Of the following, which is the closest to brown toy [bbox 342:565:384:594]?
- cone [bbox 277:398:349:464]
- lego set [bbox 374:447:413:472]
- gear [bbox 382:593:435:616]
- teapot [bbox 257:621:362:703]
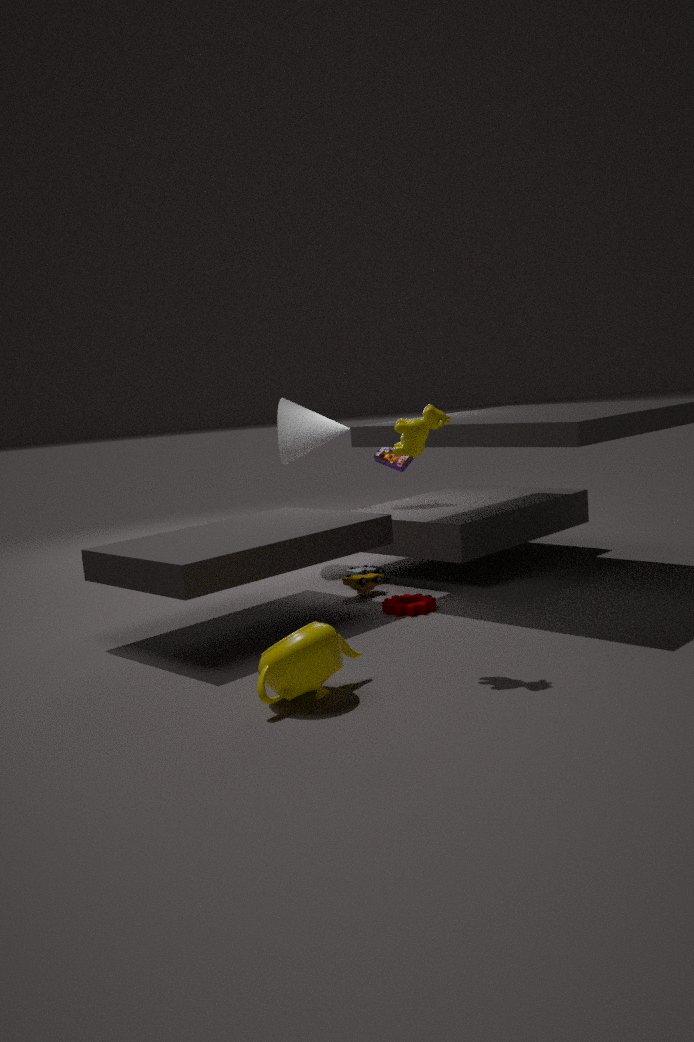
gear [bbox 382:593:435:616]
